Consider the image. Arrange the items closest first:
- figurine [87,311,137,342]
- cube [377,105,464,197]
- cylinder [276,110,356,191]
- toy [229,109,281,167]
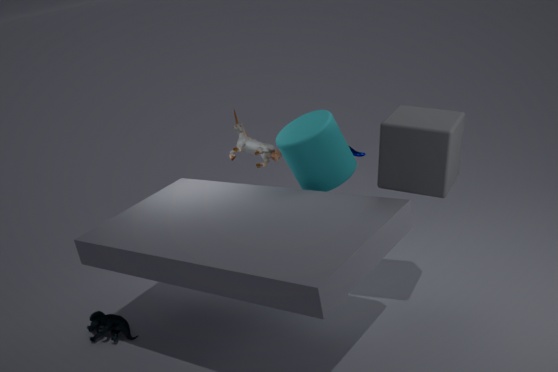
cube [377,105,464,197], cylinder [276,110,356,191], figurine [87,311,137,342], toy [229,109,281,167]
